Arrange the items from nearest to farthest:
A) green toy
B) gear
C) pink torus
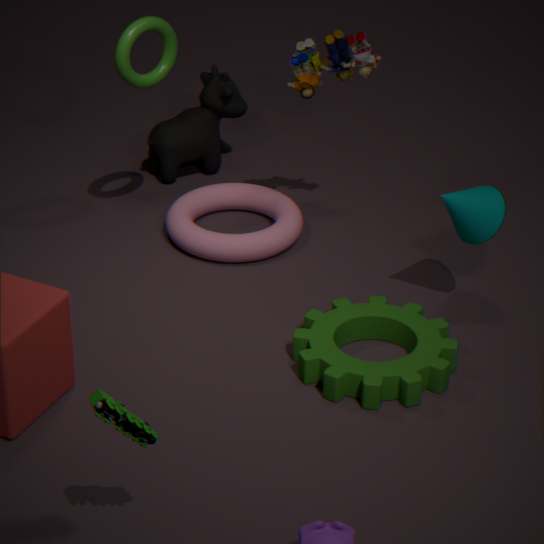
green toy < gear < pink torus
